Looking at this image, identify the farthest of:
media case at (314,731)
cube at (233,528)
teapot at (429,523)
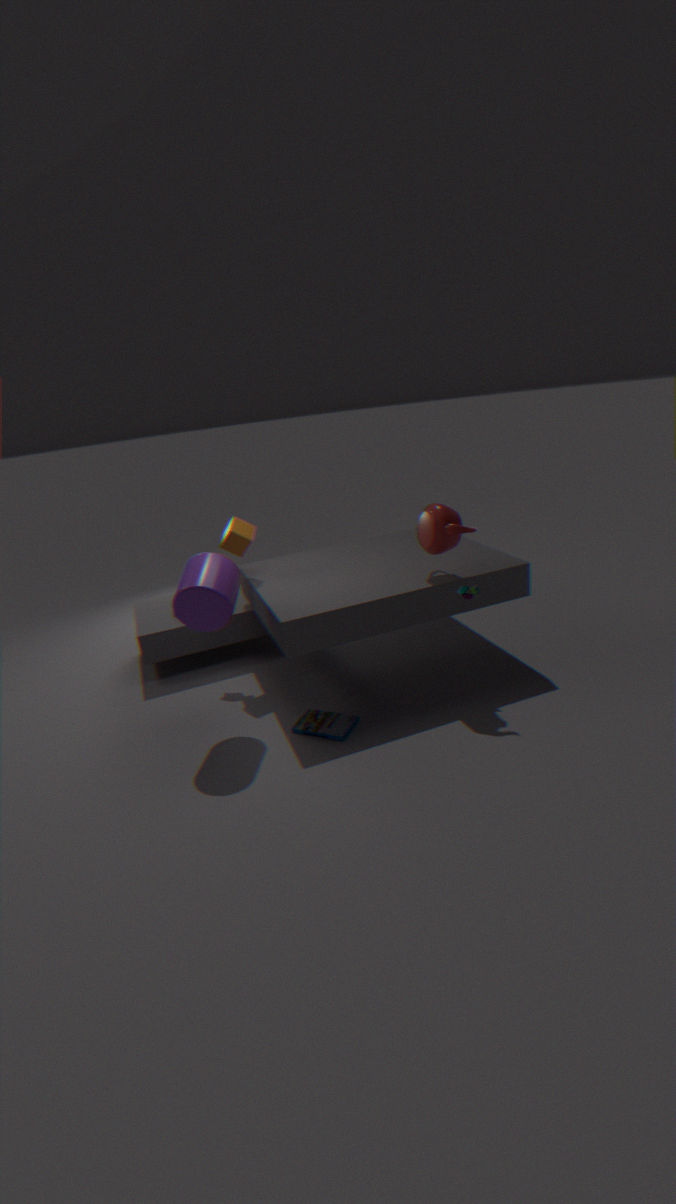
cube at (233,528)
